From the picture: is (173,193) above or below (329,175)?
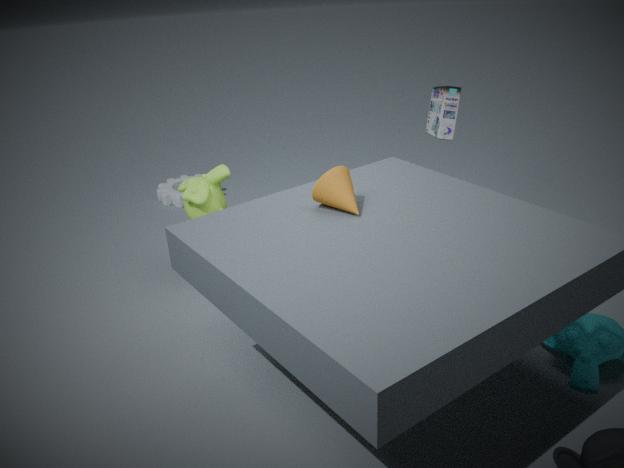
below
